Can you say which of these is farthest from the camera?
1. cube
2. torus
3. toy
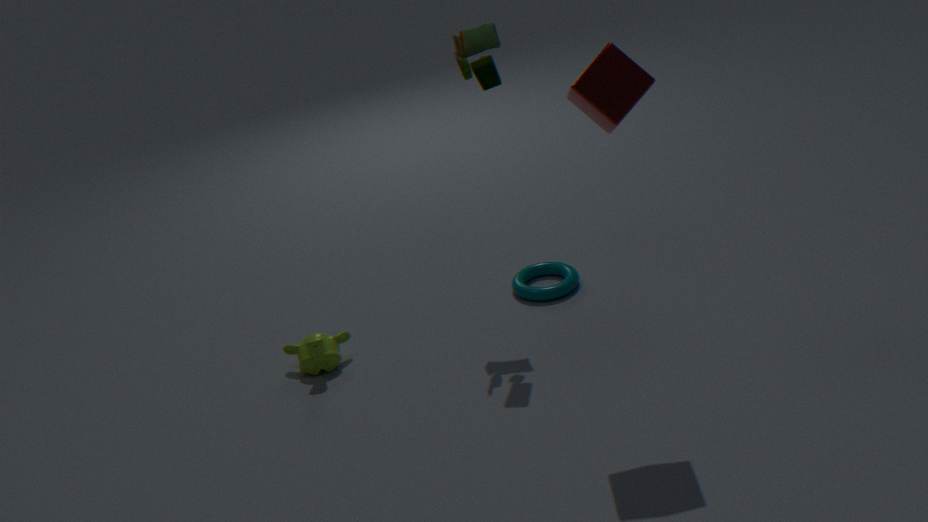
torus
